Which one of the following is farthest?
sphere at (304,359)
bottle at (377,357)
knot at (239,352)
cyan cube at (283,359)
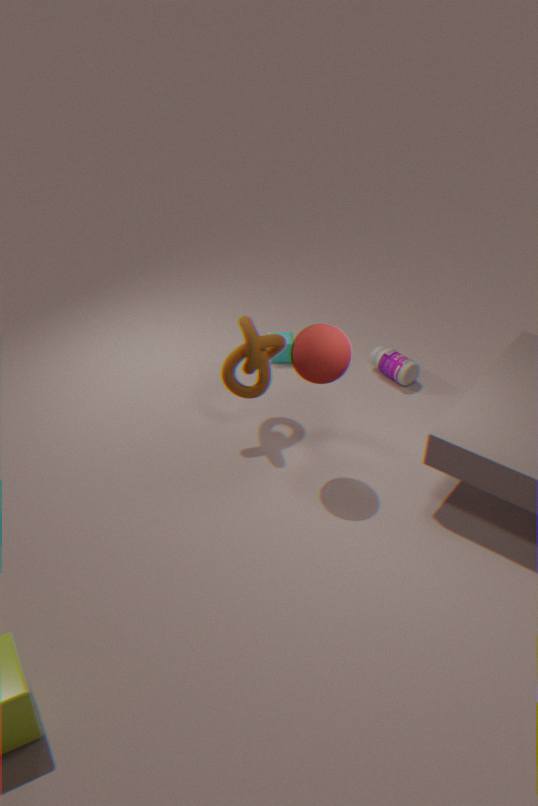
cyan cube at (283,359)
